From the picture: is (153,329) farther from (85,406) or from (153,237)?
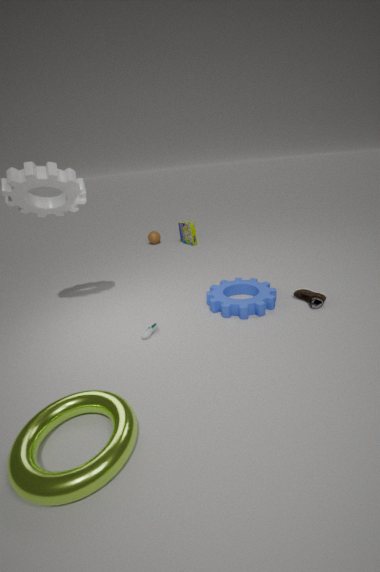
(153,237)
